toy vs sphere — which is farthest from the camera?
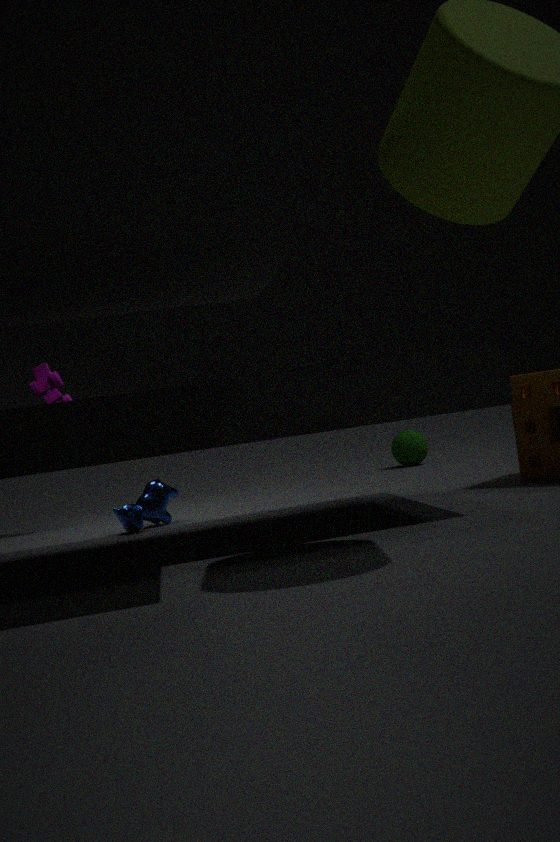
sphere
